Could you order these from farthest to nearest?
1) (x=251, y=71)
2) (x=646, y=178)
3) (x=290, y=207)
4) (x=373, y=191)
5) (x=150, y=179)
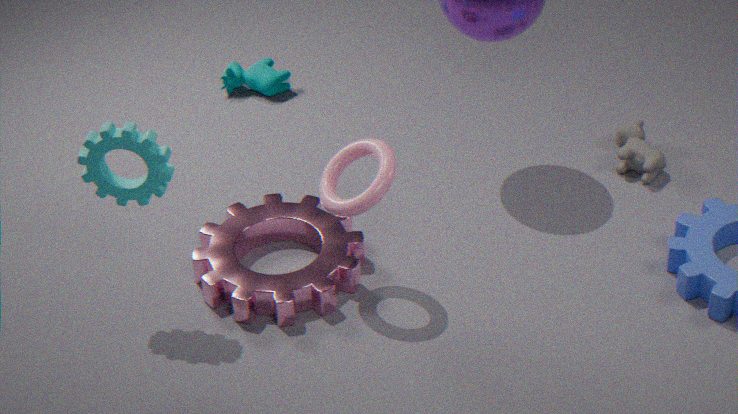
1. 1. (x=251, y=71)
2. 2. (x=646, y=178)
3. 3. (x=290, y=207)
4. 4. (x=373, y=191)
5. 5. (x=150, y=179)
